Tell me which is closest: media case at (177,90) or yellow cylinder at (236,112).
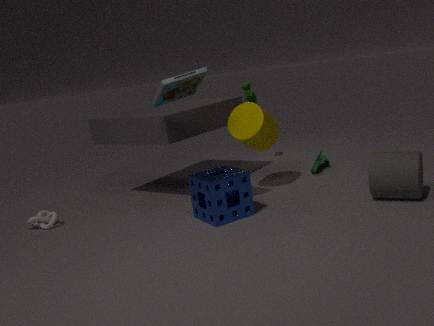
media case at (177,90)
